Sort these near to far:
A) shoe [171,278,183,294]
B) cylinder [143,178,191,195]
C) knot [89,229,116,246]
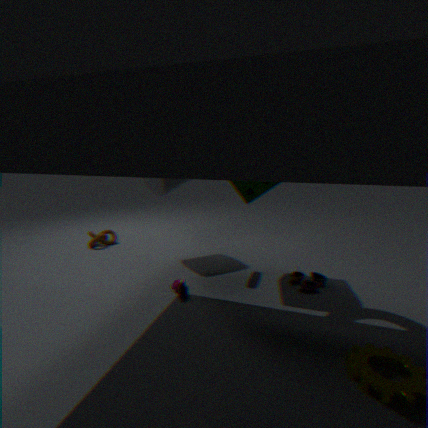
shoe [171,278,183,294], cylinder [143,178,191,195], knot [89,229,116,246]
